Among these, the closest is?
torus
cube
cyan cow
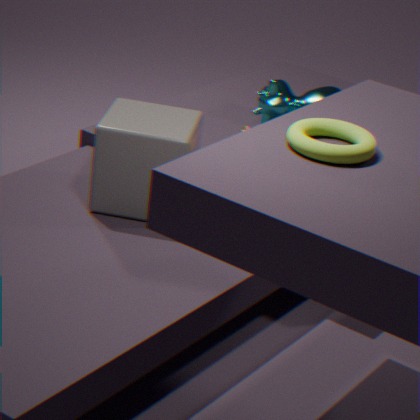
torus
